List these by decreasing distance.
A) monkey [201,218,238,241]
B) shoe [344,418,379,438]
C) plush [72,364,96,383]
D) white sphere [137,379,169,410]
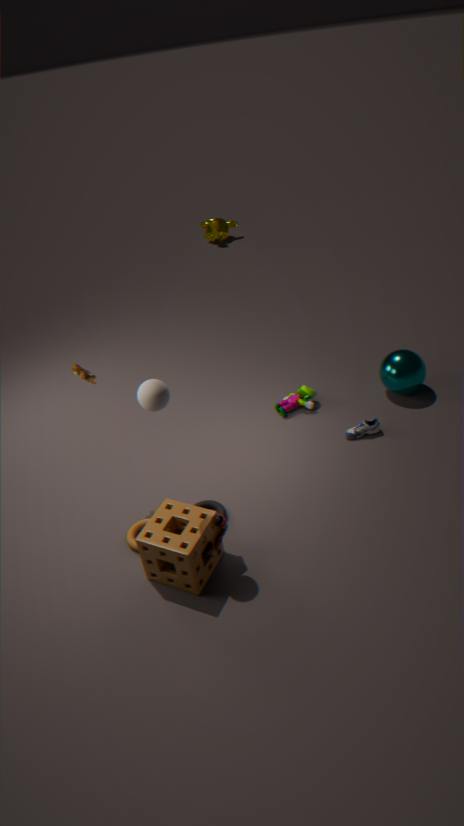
1. A. monkey [201,218,238,241]
2. B. shoe [344,418,379,438]
3. C. plush [72,364,96,383]
4. D. white sphere [137,379,169,410]
